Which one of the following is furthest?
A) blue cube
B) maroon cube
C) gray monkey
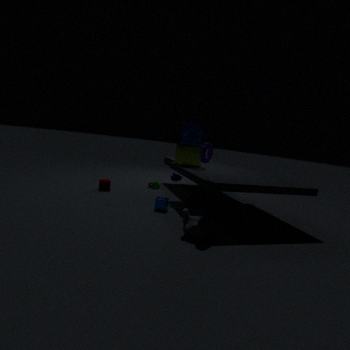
maroon cube
